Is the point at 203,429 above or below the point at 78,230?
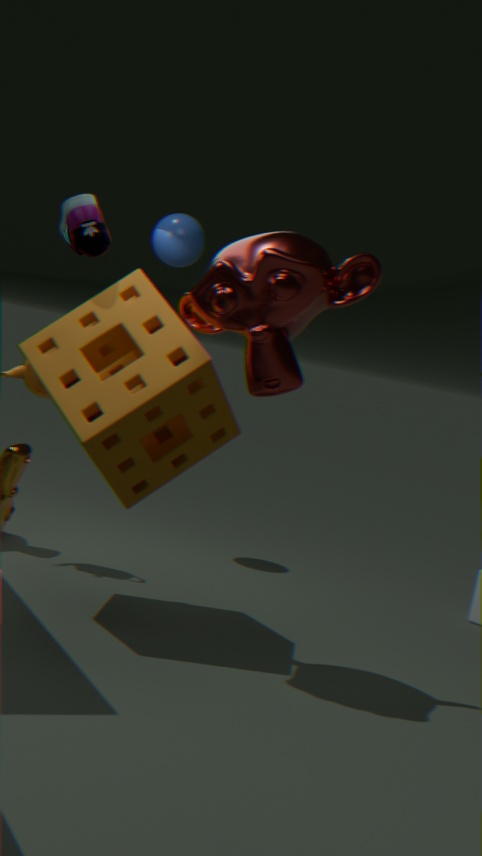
below
